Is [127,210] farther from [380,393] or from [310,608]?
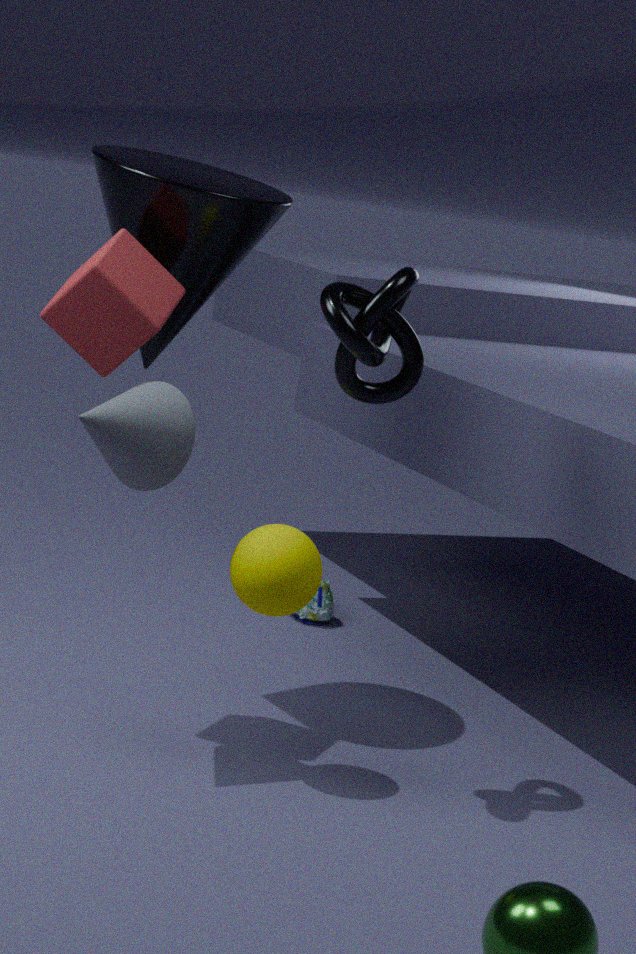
[310,608]
